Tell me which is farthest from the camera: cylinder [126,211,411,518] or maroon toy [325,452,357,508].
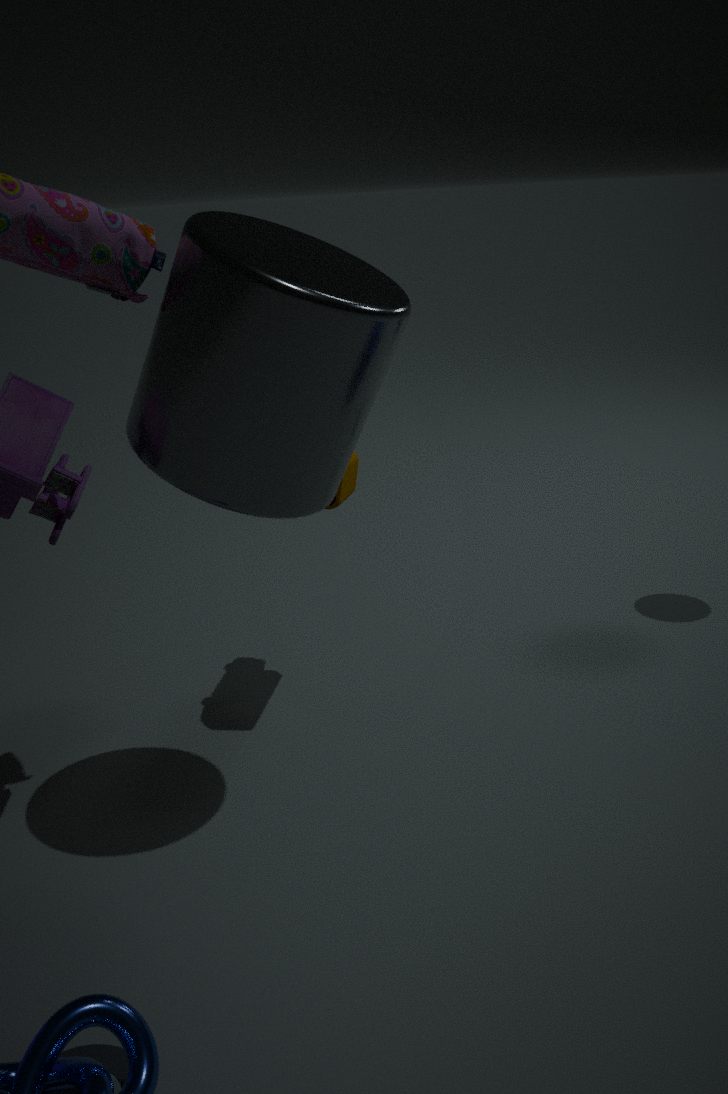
maroon toy [325,452,357,508]
